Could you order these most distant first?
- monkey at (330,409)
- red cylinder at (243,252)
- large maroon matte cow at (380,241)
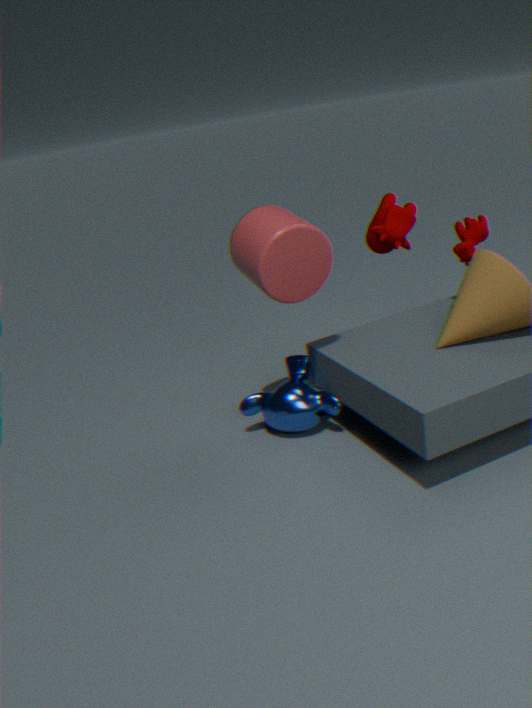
large maroon matte cow at (380,241), monkey at (330,409), red cylinder at (243,252)
